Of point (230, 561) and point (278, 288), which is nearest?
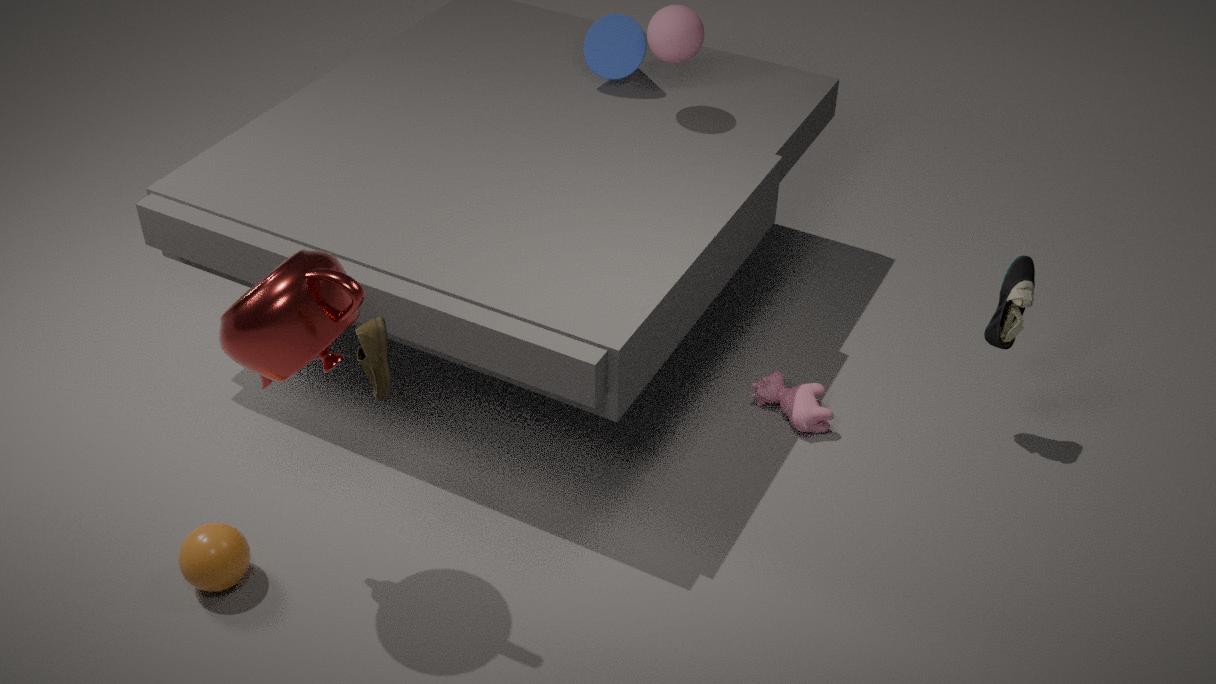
point (278, 288)
